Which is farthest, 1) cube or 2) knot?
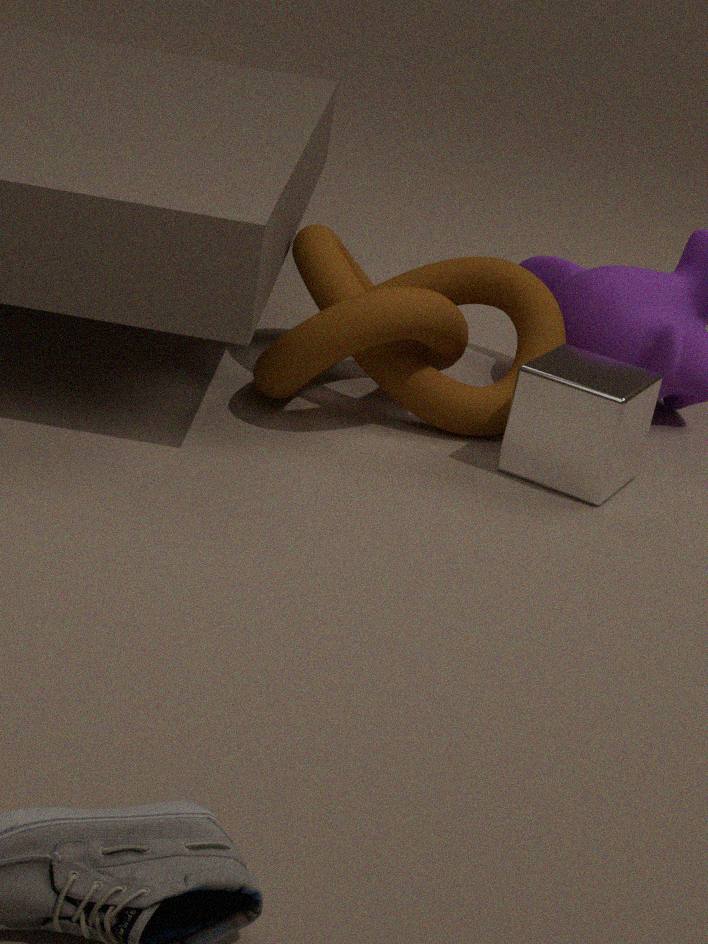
2. knot
